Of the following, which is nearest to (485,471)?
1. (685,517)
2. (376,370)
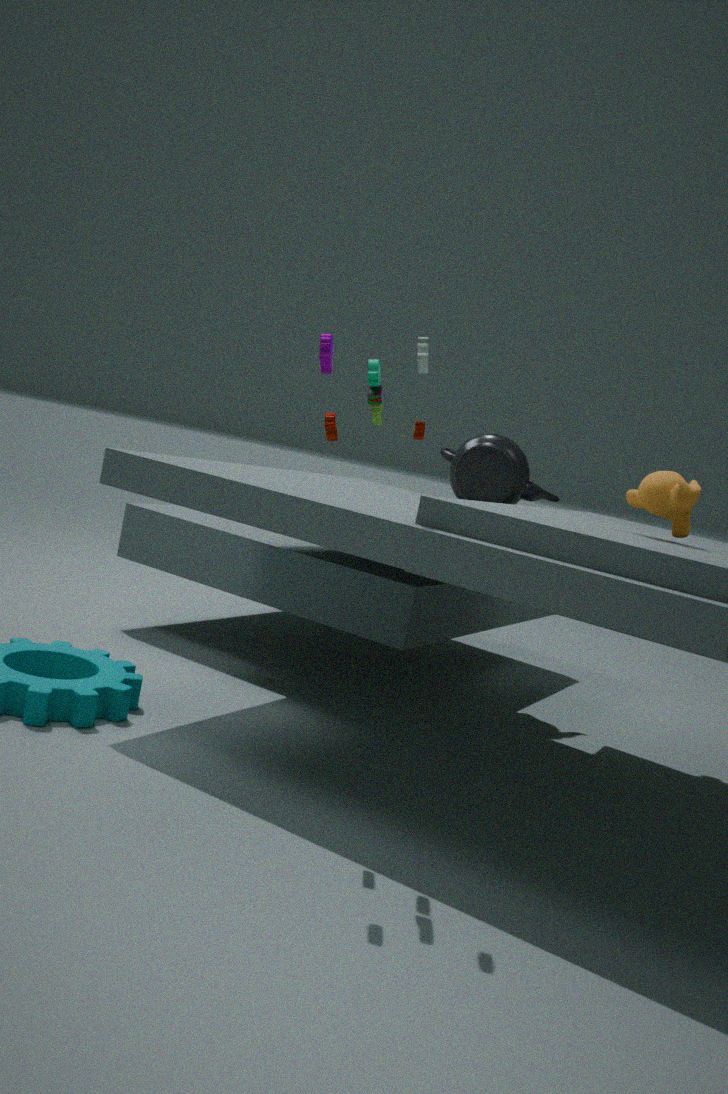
(685,517)
